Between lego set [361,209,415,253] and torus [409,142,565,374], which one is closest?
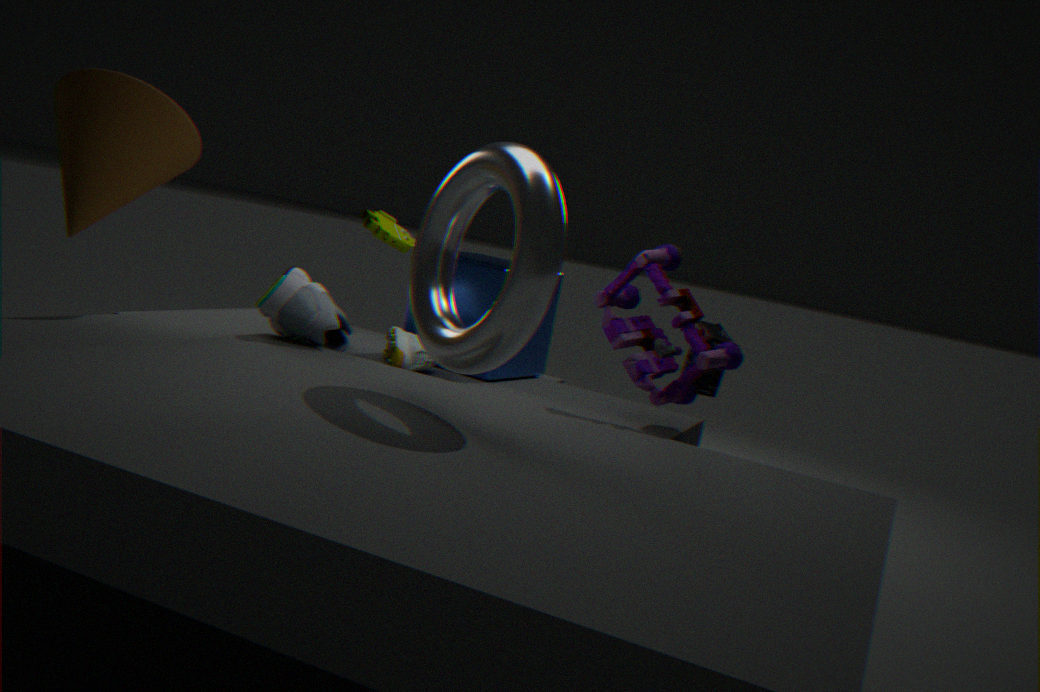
torus [409,142,565,374]
